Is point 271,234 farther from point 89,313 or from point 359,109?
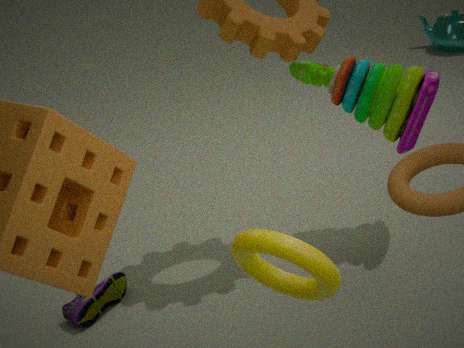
point 359,109
